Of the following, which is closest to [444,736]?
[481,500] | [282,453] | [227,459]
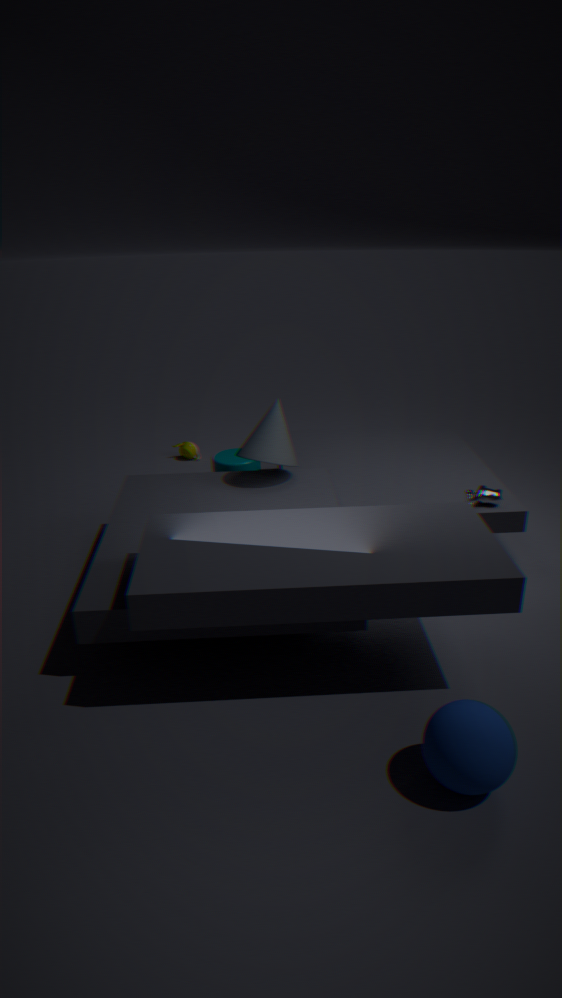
[481,500]
